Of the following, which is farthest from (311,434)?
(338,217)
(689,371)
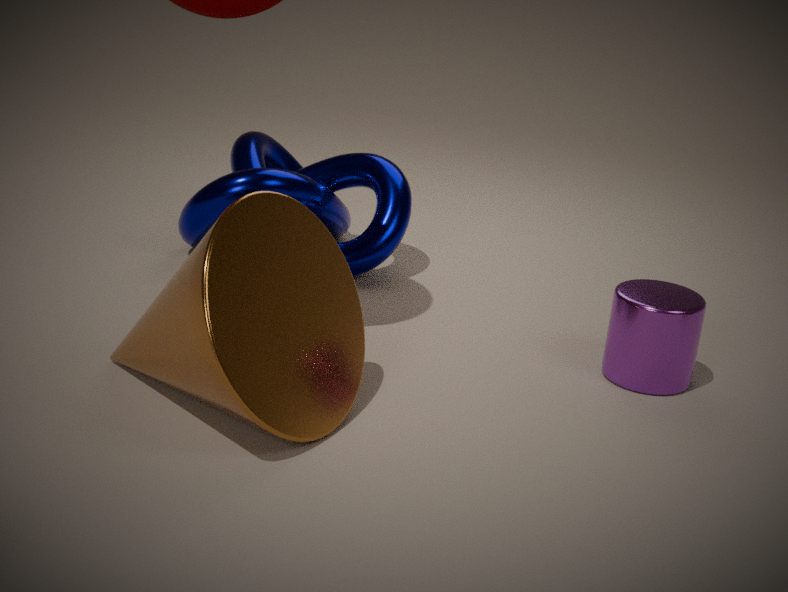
(338,217)
